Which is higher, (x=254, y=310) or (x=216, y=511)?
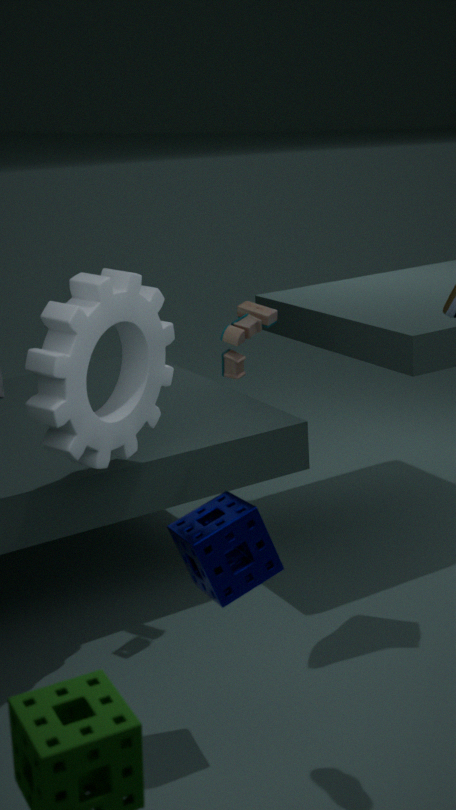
(x=254, y=310)
